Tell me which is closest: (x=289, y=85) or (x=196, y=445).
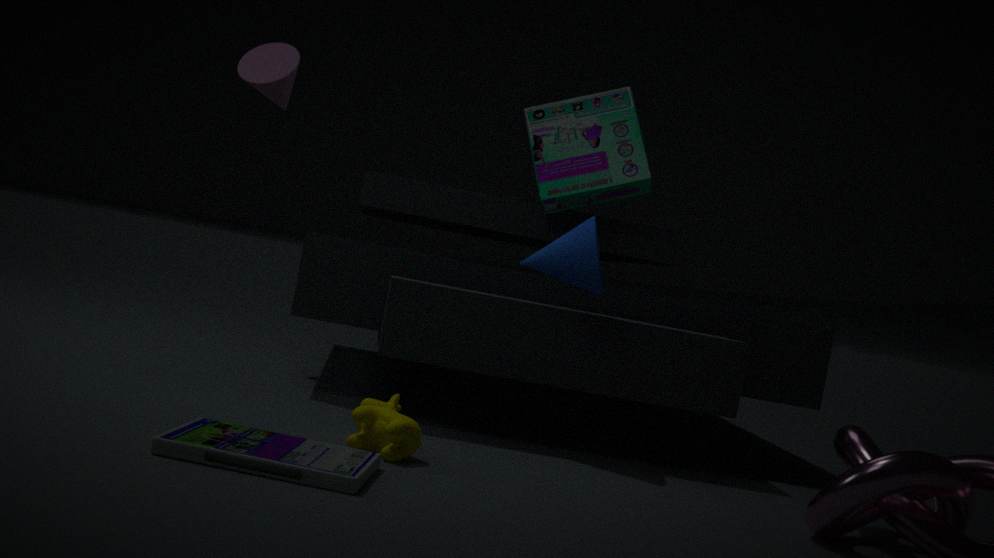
(x=196, y=445)
